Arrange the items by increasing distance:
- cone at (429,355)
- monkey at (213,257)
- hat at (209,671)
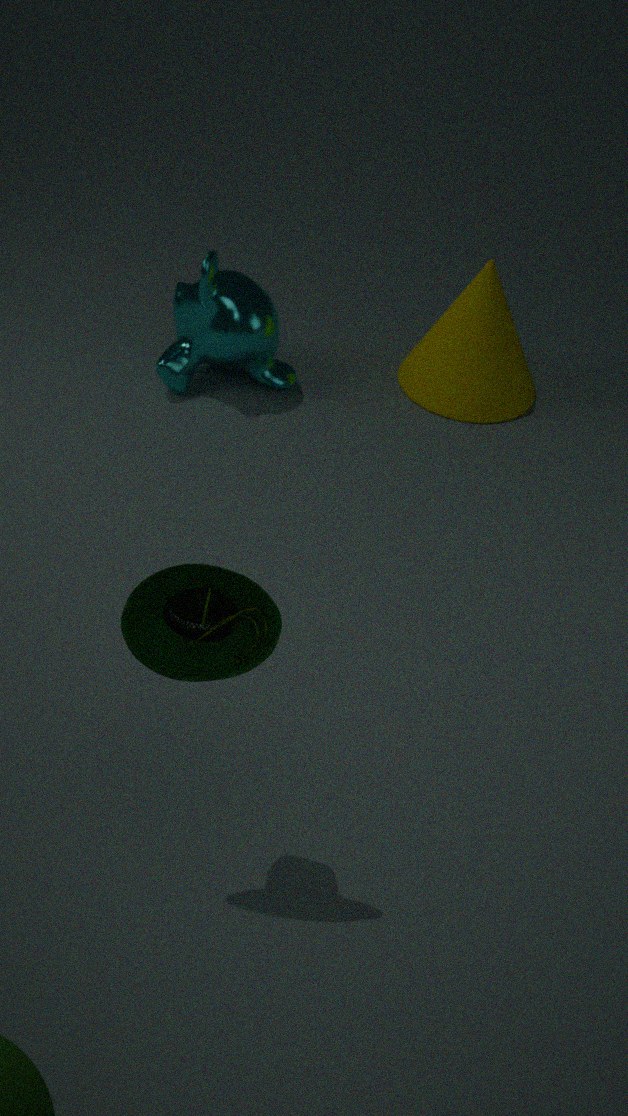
hat at (209,671)
monkey at (213,257)
cone at (429,355)
